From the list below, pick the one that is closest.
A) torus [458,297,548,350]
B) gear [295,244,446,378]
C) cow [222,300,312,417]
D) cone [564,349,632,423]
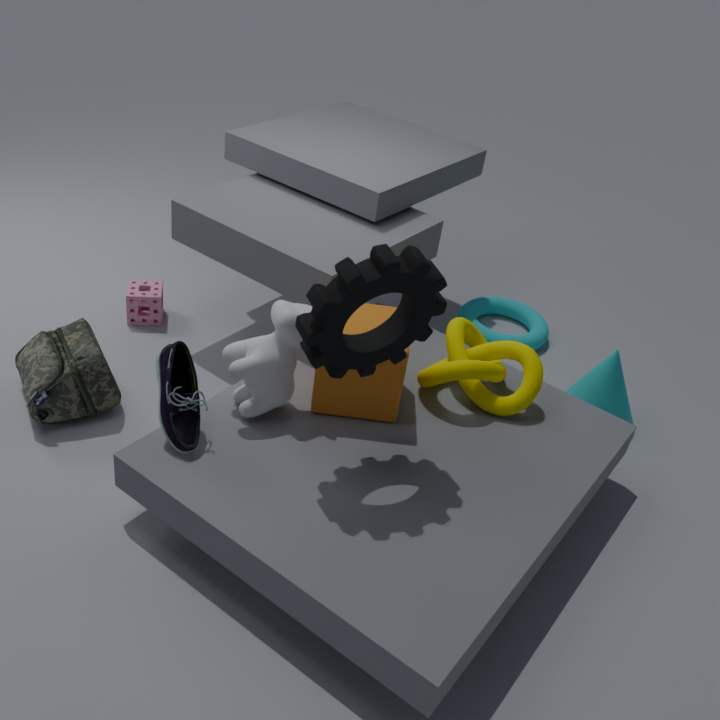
gear [295,244,446,378]
